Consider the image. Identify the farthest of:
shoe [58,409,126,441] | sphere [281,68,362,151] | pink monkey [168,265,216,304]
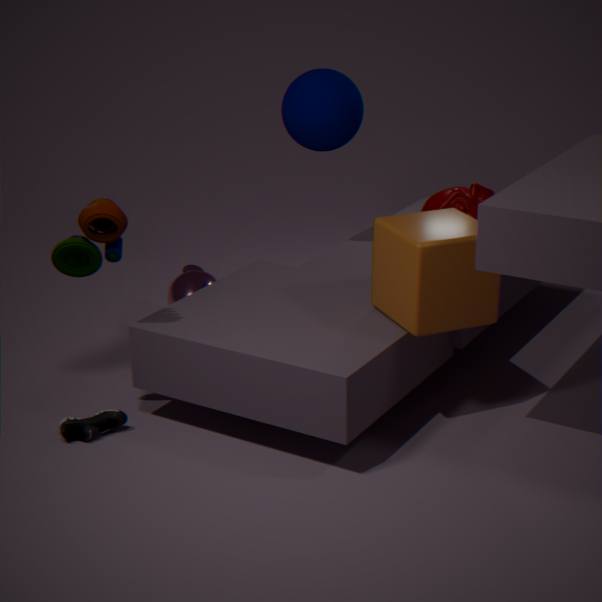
pink monkey [168,265,216,304]
